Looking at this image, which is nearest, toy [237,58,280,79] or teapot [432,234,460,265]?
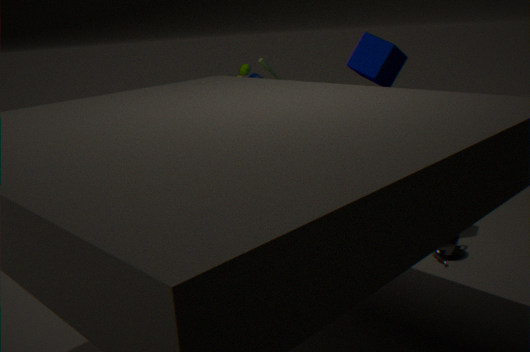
teapot [432,234,460,265]
